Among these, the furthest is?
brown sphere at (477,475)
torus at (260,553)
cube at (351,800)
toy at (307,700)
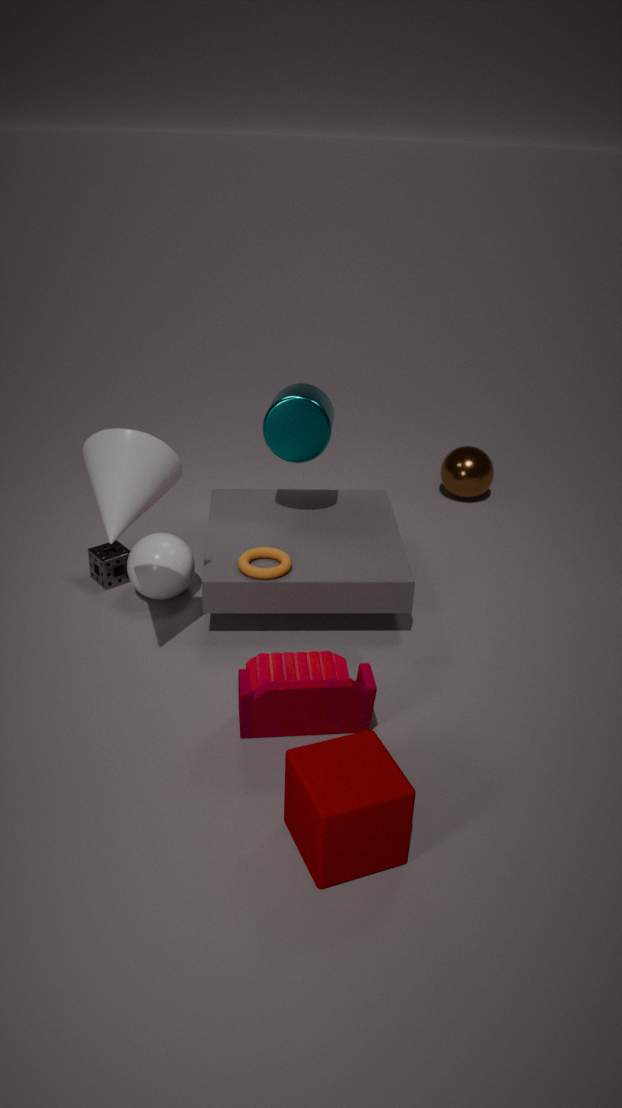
brown sphere at (477,475)
